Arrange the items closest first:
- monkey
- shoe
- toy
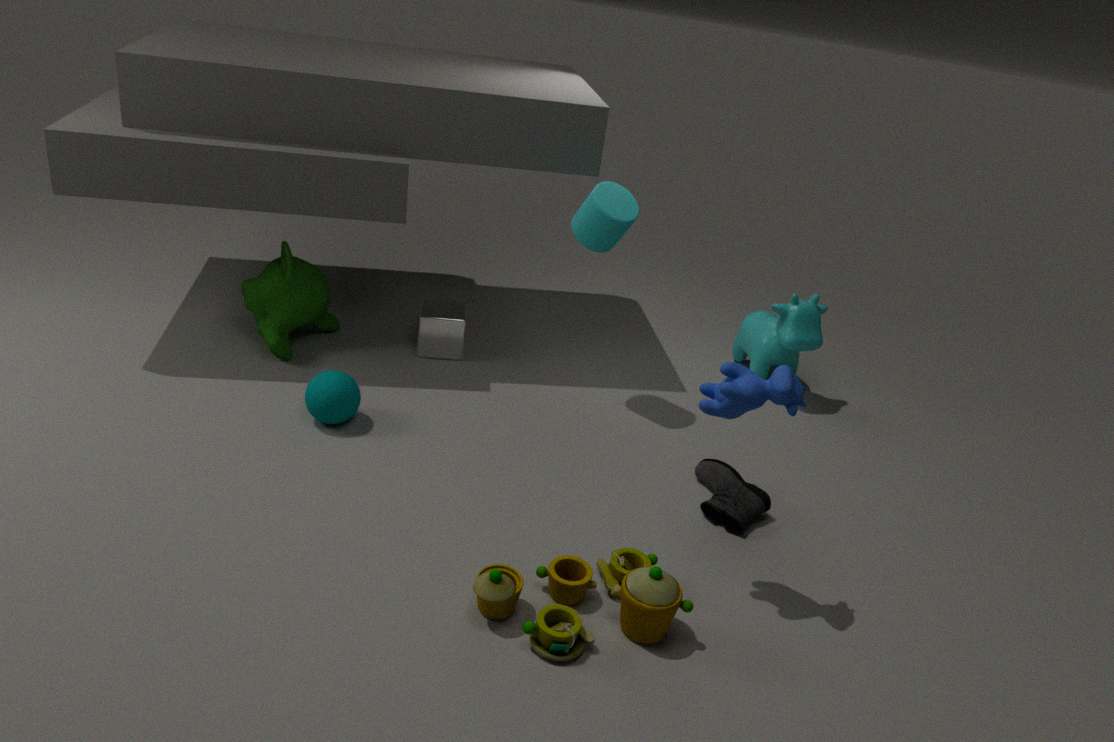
toy → shoe → monkey
